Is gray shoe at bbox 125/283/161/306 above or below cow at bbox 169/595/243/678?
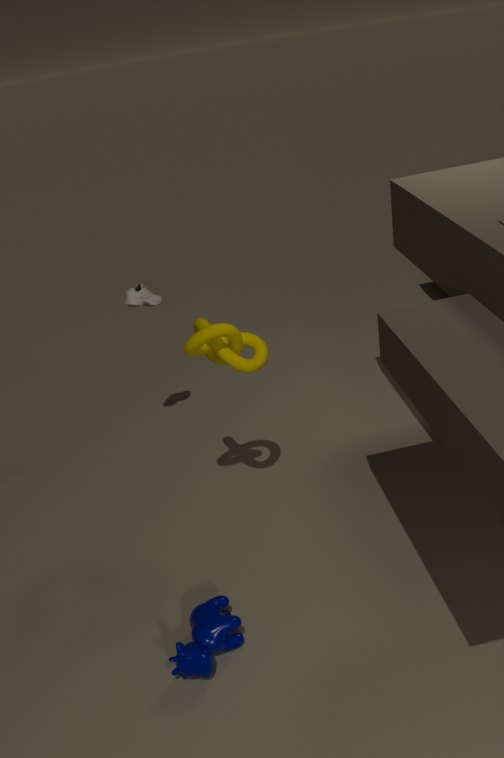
above
